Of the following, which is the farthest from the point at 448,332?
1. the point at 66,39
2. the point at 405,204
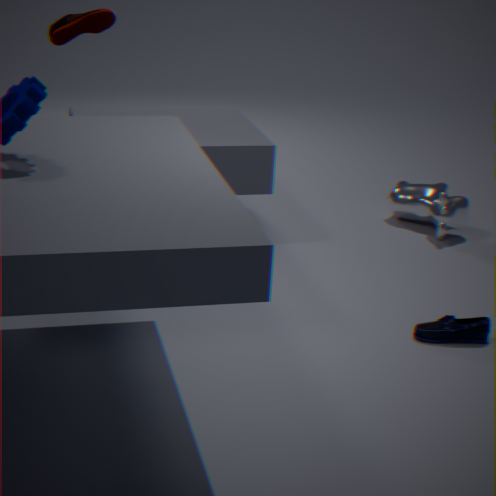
the point at 66,39
